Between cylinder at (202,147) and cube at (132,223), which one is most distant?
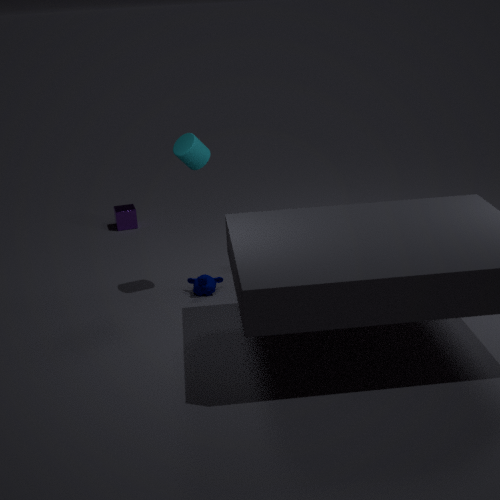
cube at (132,223)
